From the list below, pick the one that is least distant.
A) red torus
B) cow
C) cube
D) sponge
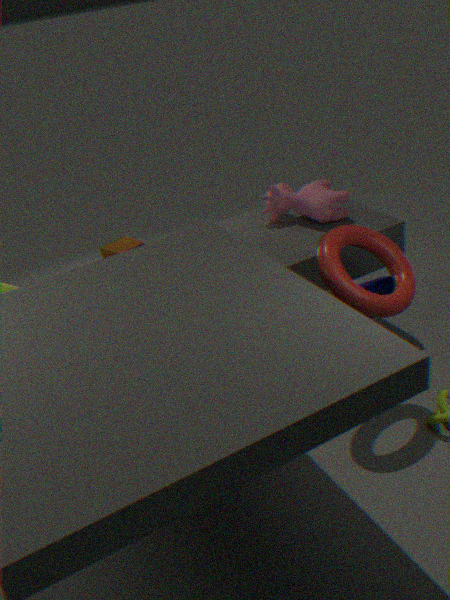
red torus
